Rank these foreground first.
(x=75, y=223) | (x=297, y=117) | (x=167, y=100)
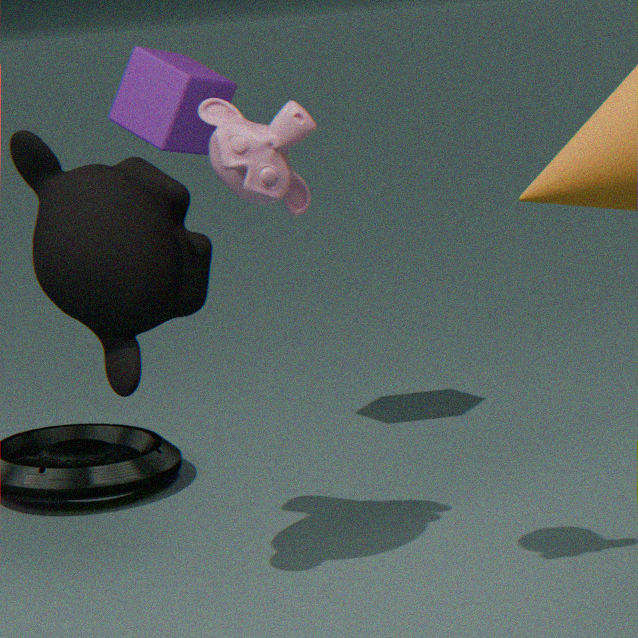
(x=297, y=117) < (x=75, y=223) < (x=167, y=100)
